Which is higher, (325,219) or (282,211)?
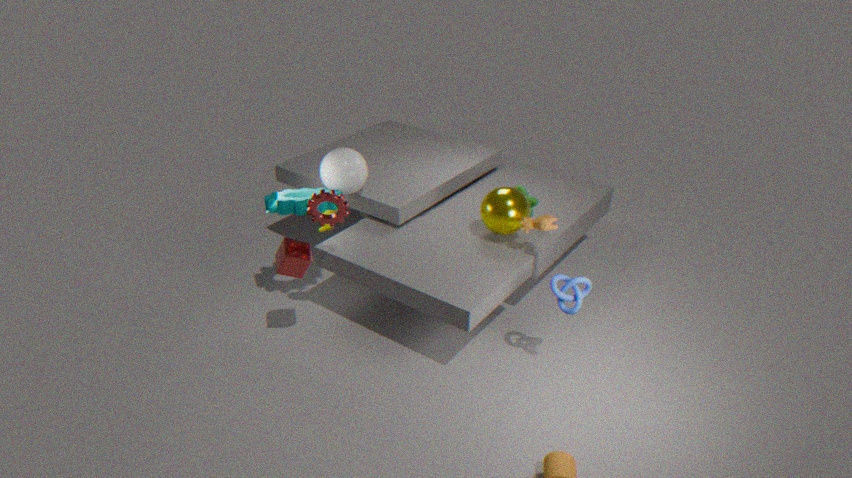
(325,219)
